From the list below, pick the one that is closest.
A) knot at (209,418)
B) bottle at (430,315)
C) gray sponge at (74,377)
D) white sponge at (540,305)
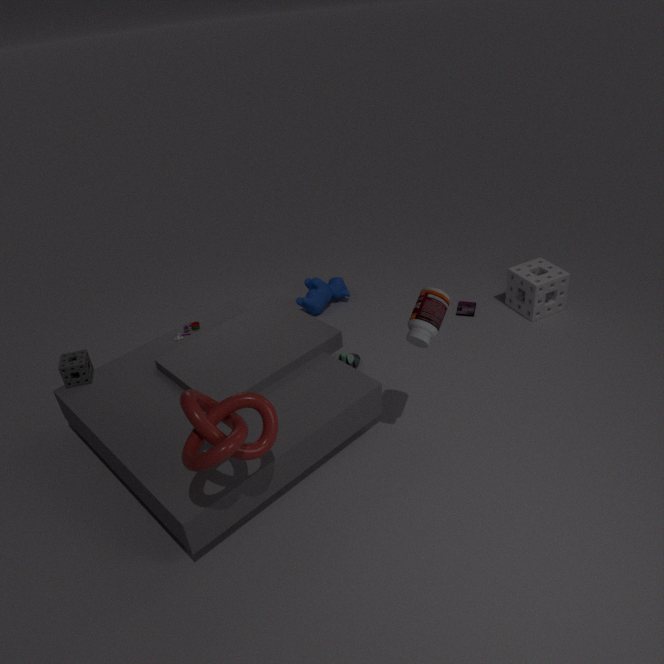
knot at (209,418)
